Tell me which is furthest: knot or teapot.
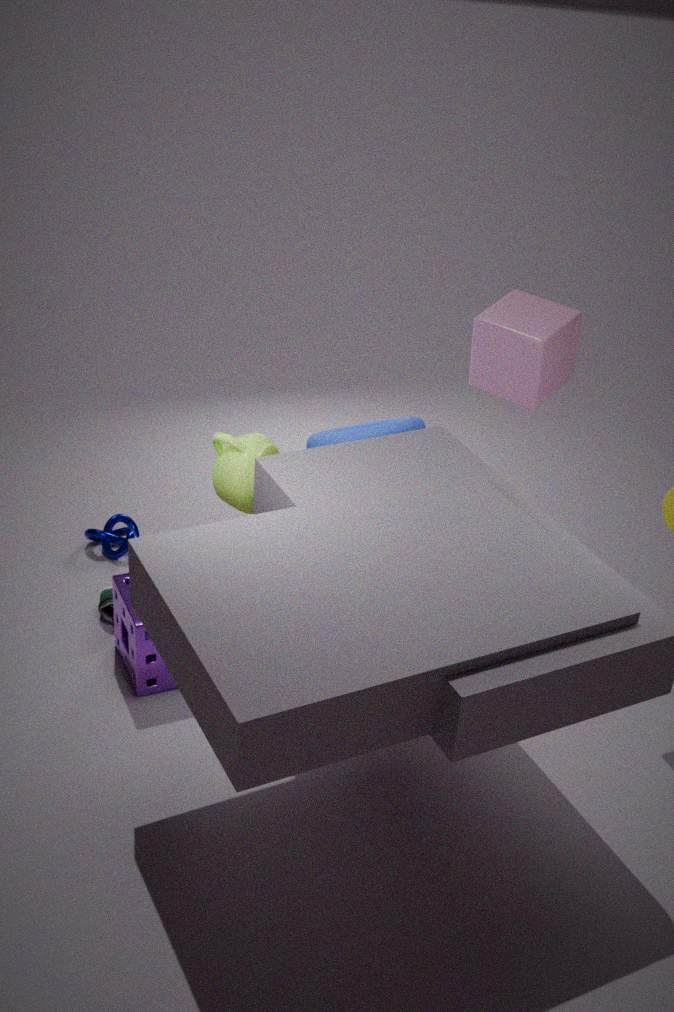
knot
